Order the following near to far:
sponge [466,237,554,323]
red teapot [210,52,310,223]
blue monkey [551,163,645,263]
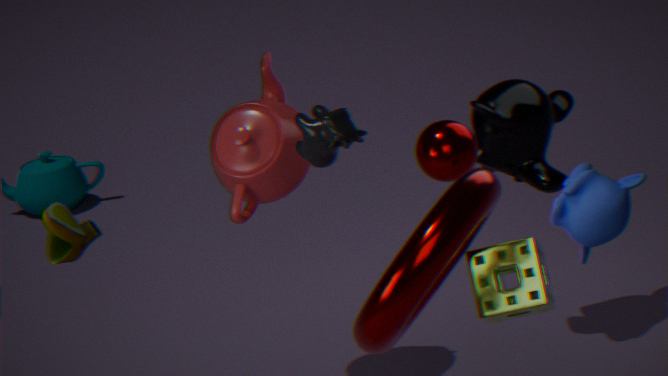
blue monkey [551,163,645,263], sponge [466,237,554,323], red teapot [210,52,310,223]
